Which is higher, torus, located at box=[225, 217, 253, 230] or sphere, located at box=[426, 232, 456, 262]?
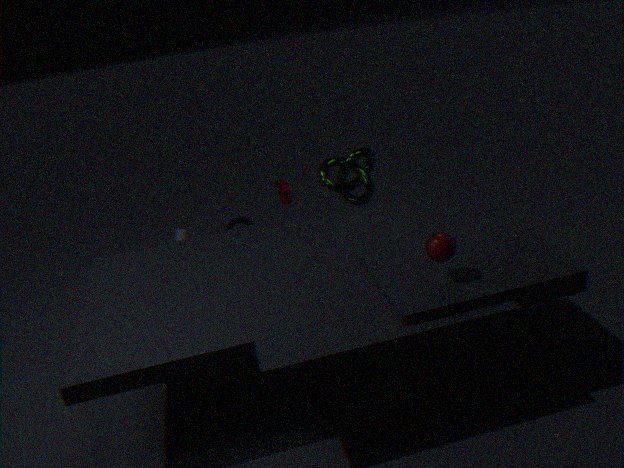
sphere, located at box=[426, 232, 456, 262]
